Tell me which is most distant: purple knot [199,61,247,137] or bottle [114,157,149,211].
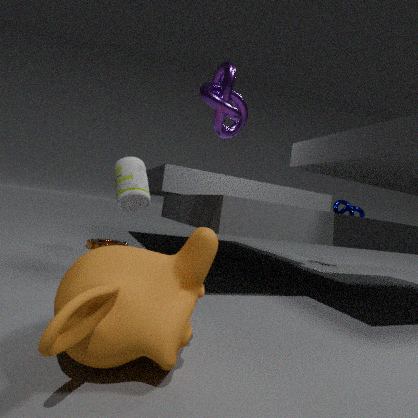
bottle [114,157,149,211]
